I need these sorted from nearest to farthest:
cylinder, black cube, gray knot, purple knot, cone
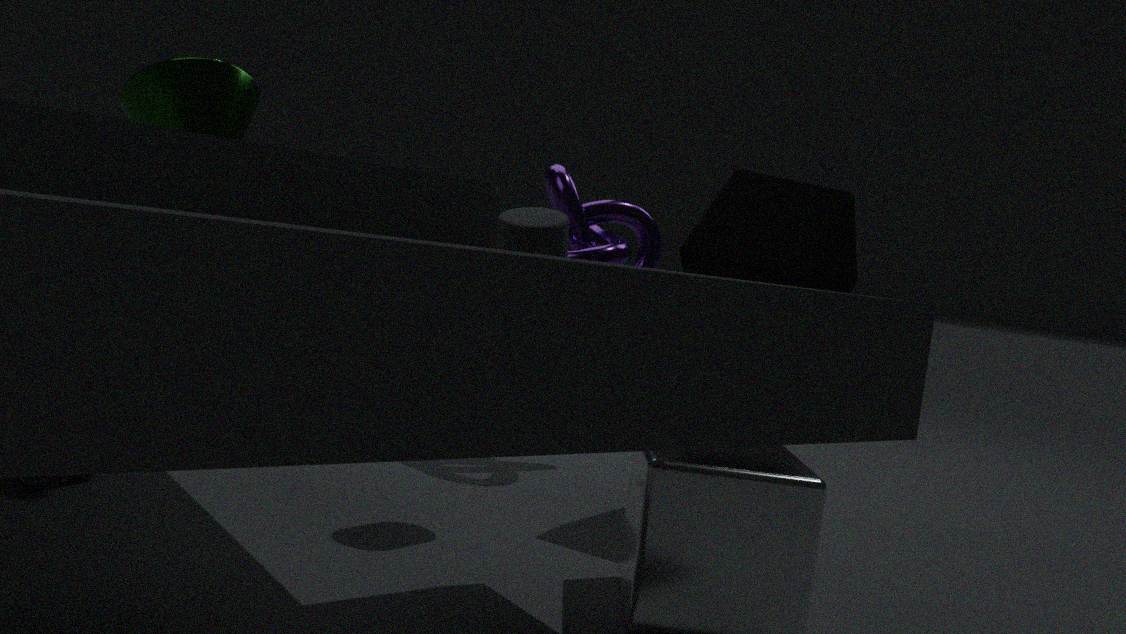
gray knot
cylinder
black cube
cone
purple knot
